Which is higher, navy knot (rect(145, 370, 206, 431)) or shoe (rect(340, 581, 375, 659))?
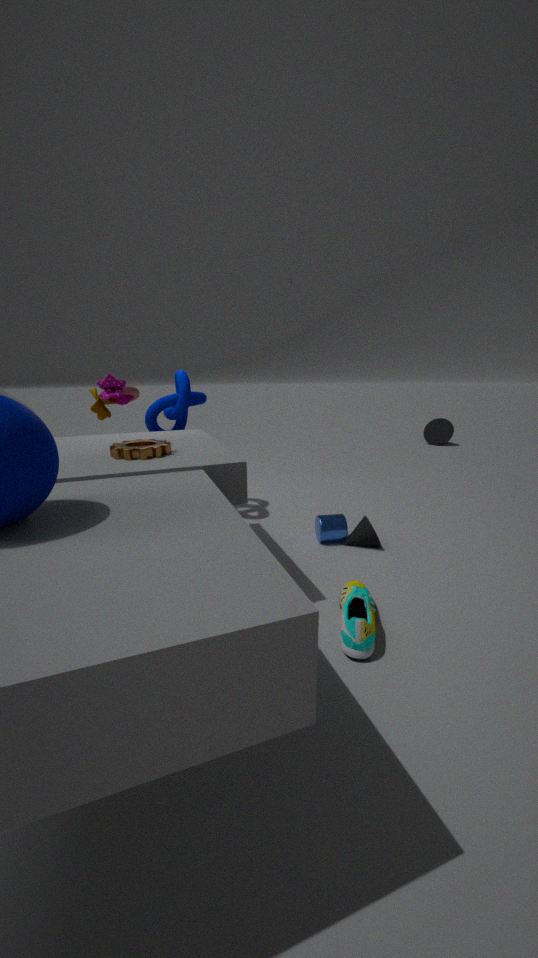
navy knot (rect(145, 370, 206, 431))
